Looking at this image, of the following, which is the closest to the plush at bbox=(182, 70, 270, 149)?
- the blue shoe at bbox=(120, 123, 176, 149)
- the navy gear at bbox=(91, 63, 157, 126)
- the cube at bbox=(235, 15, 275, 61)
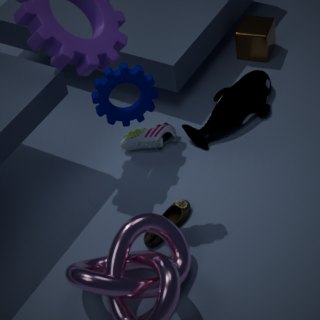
the blue shoe at bbox=(120, 123, 176, 149)
